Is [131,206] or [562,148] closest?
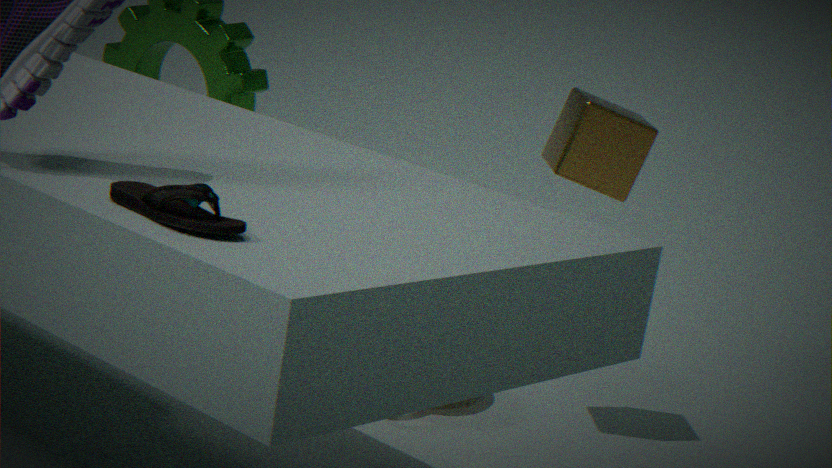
[131,206]
